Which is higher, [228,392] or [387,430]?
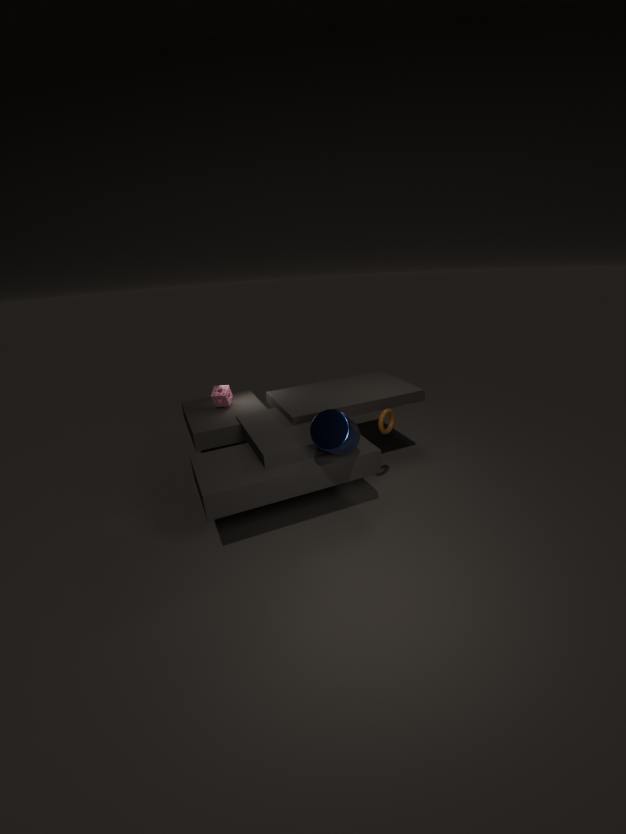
[228,392]
